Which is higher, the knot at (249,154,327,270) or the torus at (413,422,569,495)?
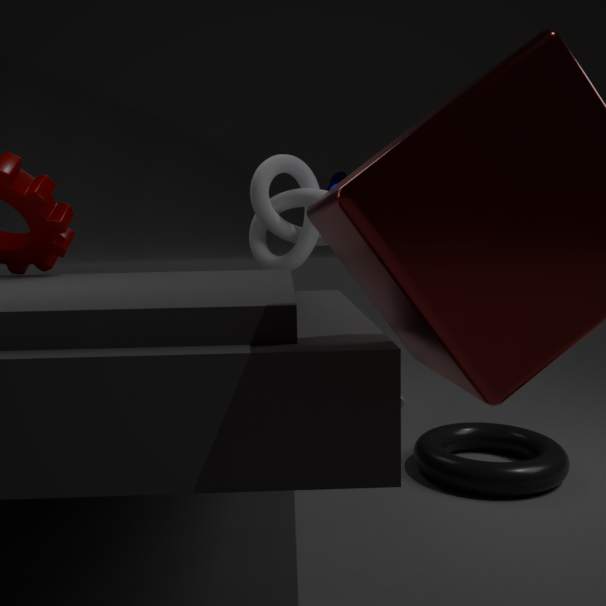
the knot at (249,154,327,270)
